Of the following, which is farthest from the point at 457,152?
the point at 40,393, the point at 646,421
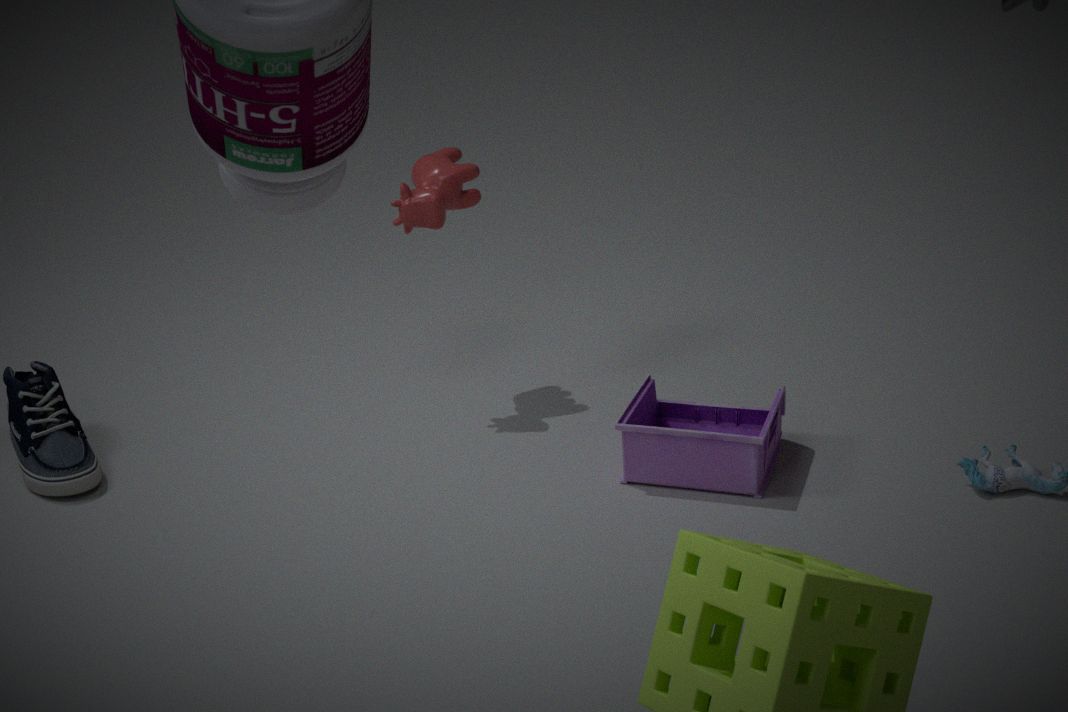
the point at 40,393
